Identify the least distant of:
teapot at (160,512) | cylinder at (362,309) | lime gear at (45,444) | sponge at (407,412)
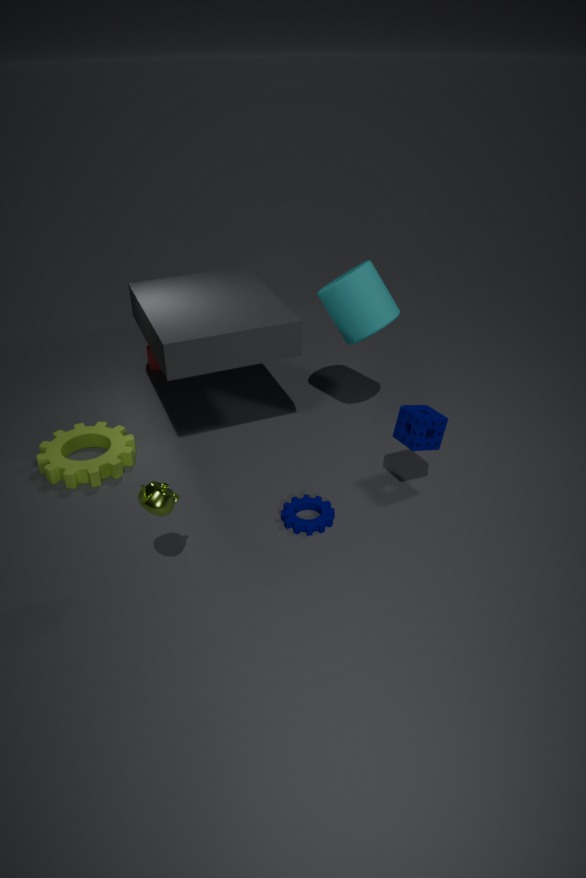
teapot at (160,512)
